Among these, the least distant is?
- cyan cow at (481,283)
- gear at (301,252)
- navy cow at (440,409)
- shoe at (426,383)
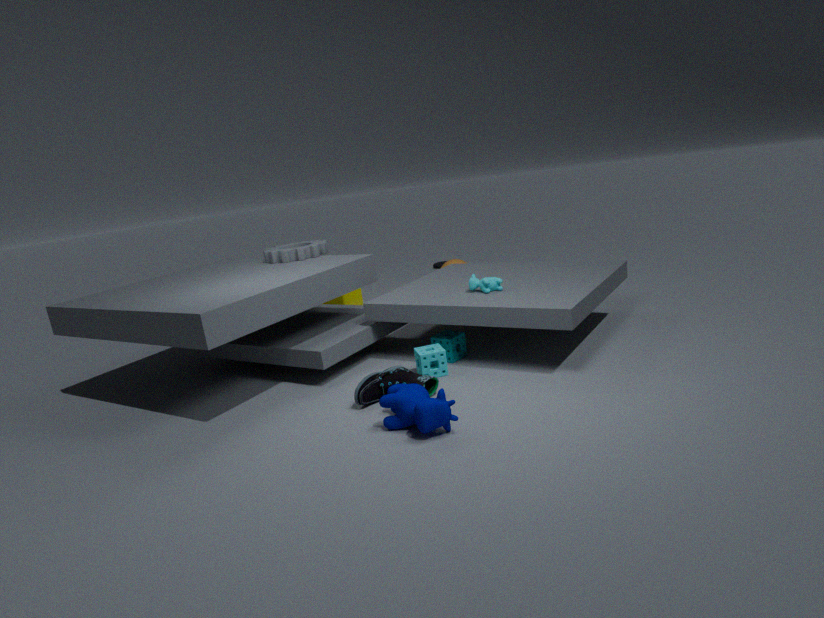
navy cow at (440,409)
